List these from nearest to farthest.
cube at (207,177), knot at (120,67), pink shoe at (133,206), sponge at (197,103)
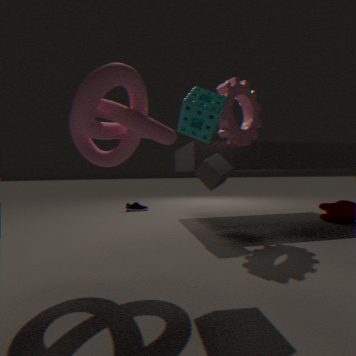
knot at (120,67) → sponge at (197,103) → cube at (207,177) → pink shoe at (133,206)
